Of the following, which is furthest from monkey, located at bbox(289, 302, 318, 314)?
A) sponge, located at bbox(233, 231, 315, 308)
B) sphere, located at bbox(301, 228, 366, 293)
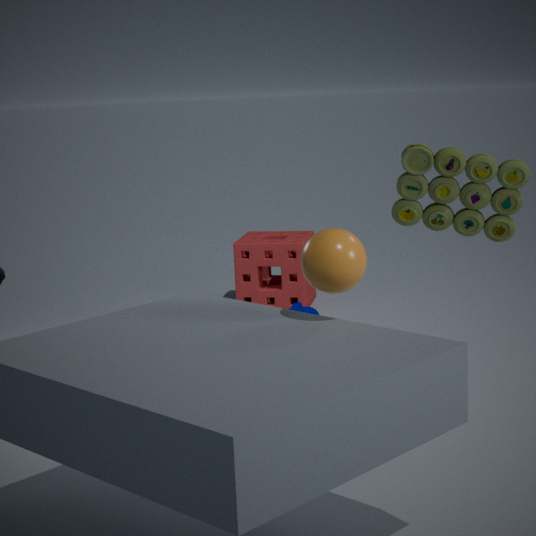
sphere, located at bbox(301, 228, 366, 293)
